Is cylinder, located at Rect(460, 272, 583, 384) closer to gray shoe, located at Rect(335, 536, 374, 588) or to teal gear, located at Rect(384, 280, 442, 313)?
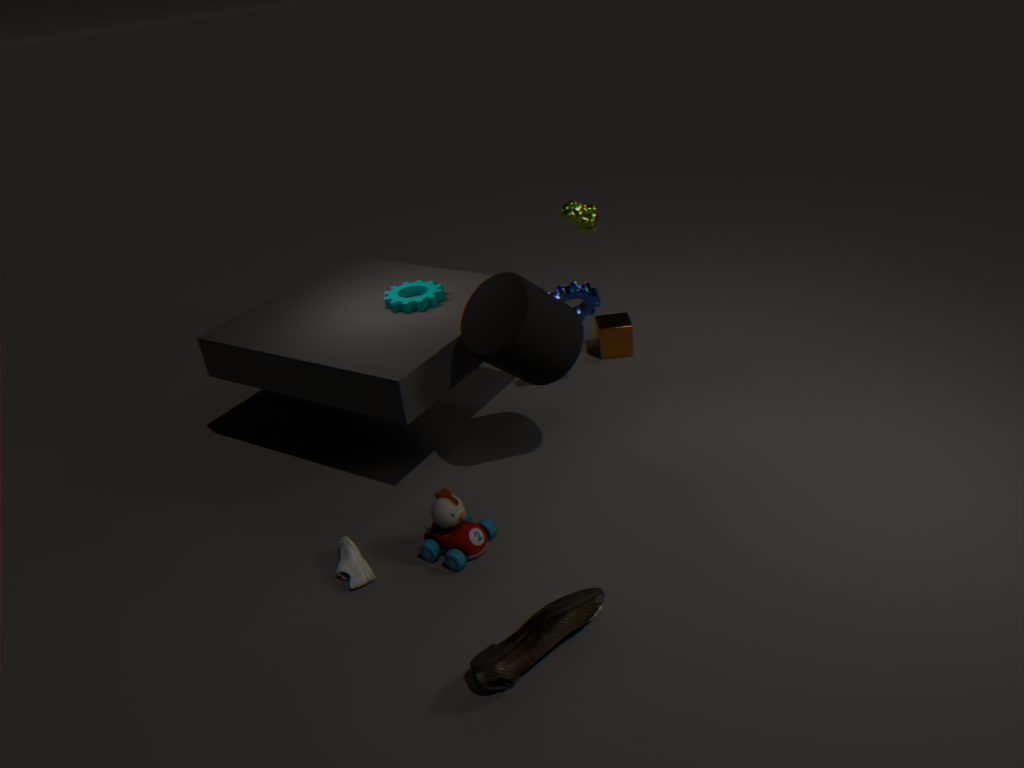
teal gear, located at Rect(384, 280, 442, 313)
